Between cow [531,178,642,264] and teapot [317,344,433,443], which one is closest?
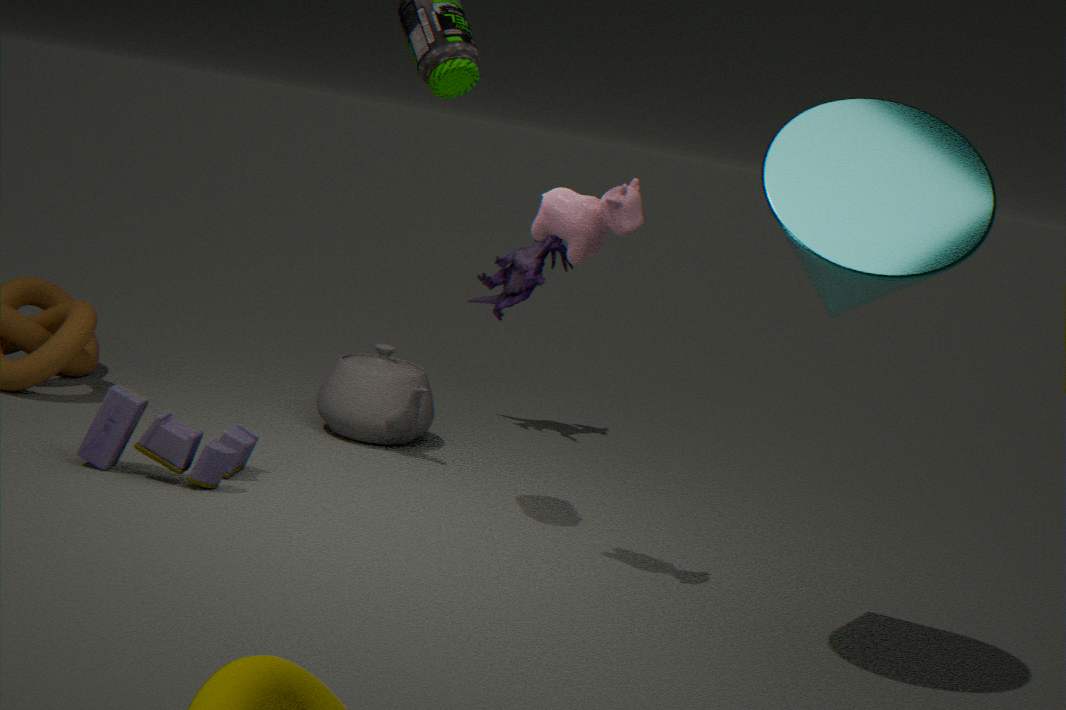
cow [531,178,642,264]
